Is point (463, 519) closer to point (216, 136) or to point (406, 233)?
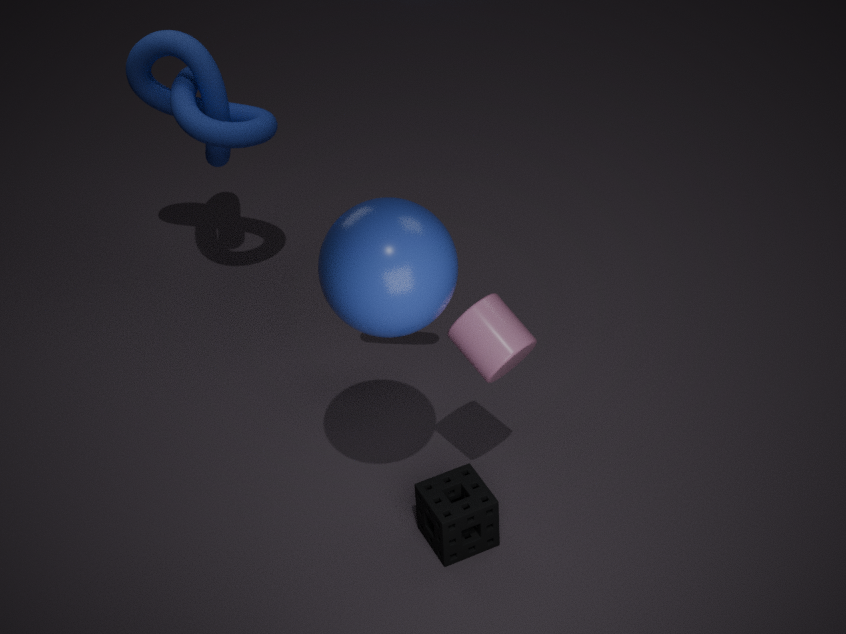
point (406, 233)
